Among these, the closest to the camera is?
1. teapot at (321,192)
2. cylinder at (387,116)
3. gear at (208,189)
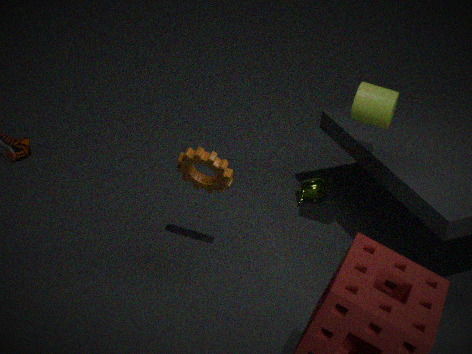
cylinder at (387,116)
